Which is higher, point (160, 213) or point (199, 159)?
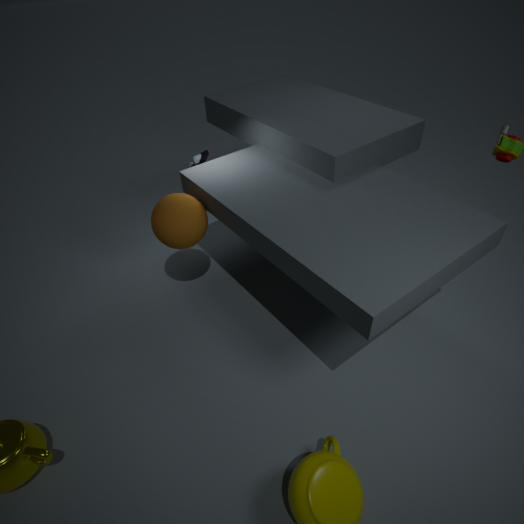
point (199, 159)
